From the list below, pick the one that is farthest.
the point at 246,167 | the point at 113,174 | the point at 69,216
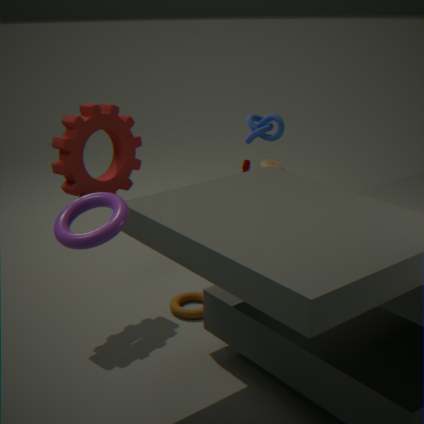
the point at 246,167
